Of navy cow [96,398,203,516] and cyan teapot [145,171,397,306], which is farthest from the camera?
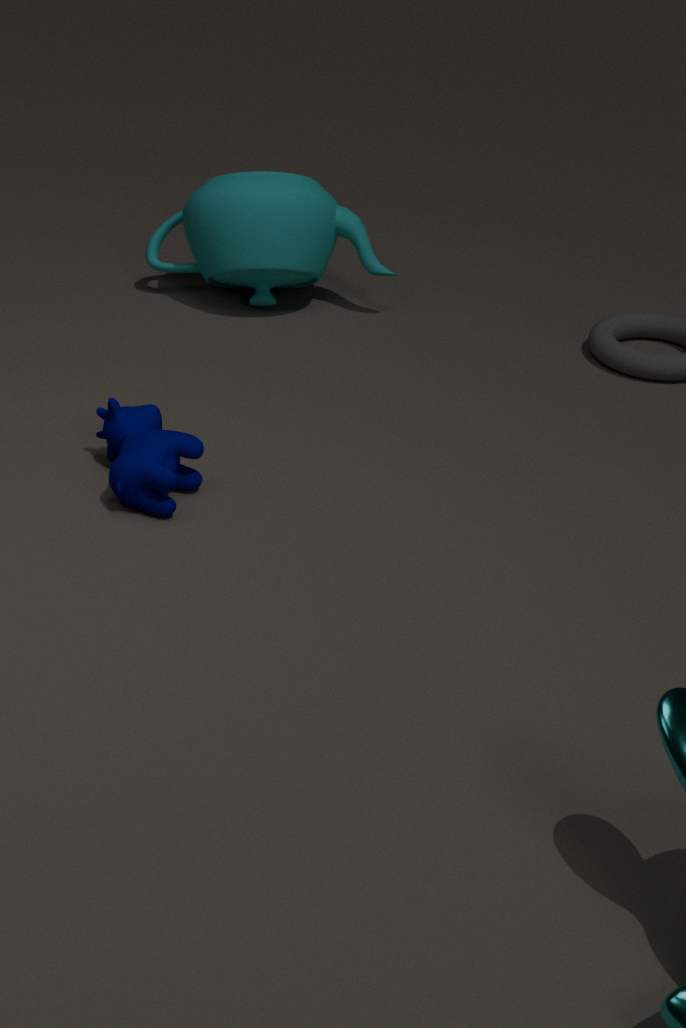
cyan teapot [145,171,397,306]
